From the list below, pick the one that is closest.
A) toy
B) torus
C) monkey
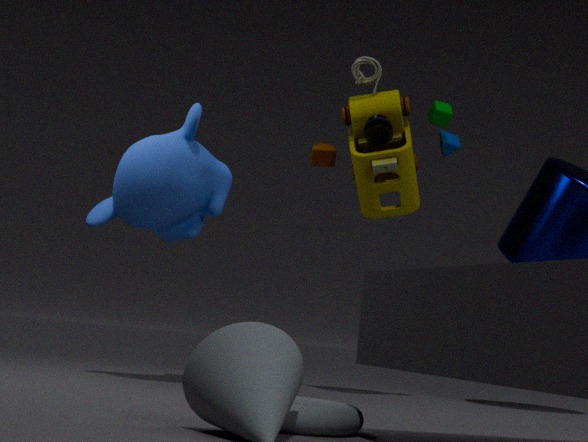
torus
